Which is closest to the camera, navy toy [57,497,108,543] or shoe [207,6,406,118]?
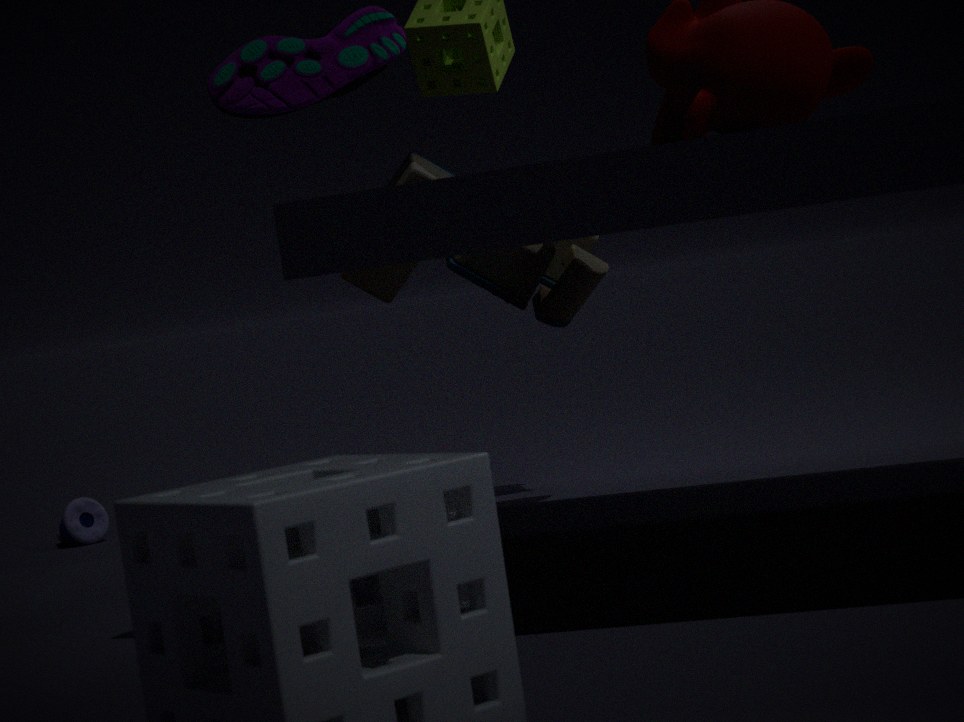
shoe [207,6,406,118]
